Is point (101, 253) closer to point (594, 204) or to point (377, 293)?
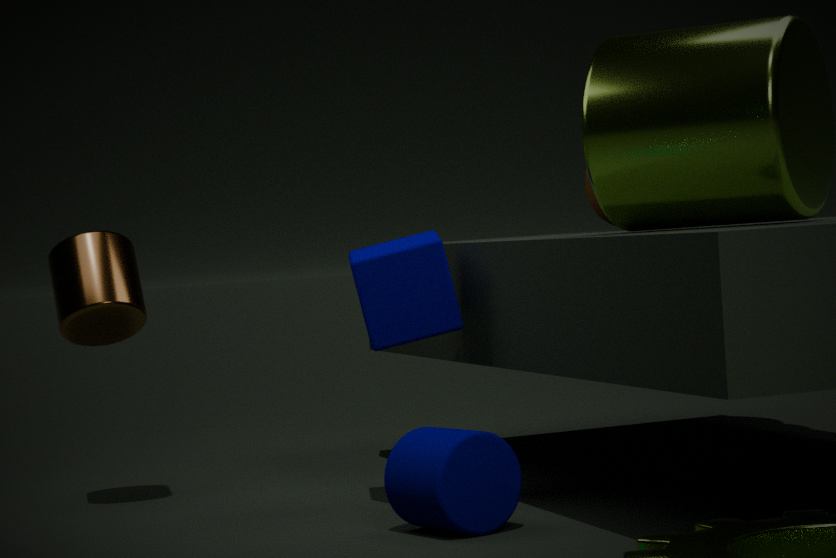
point (377, 293)
